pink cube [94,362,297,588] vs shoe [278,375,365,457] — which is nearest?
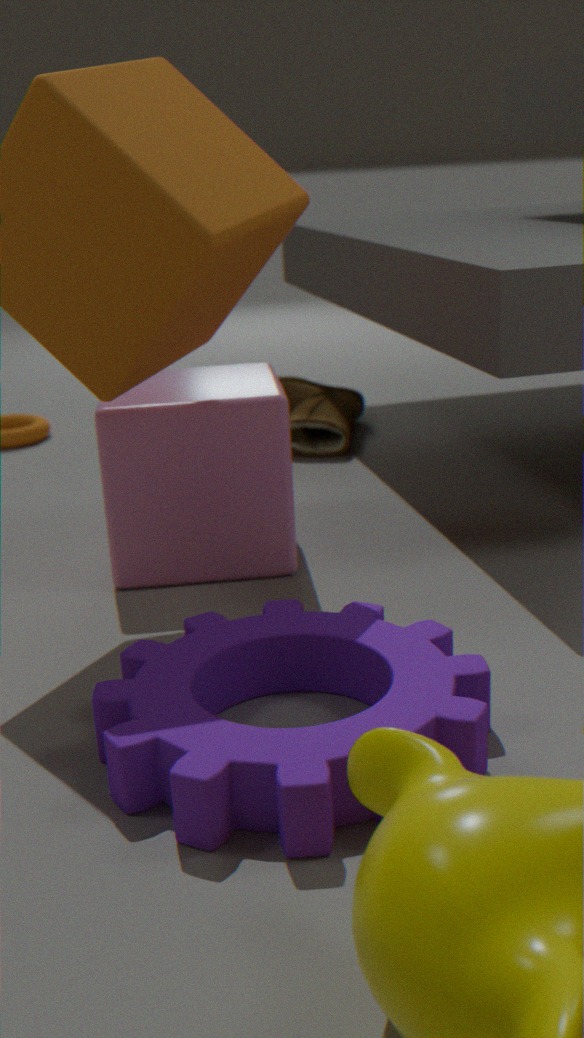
pink cube [94,362,297,588]
